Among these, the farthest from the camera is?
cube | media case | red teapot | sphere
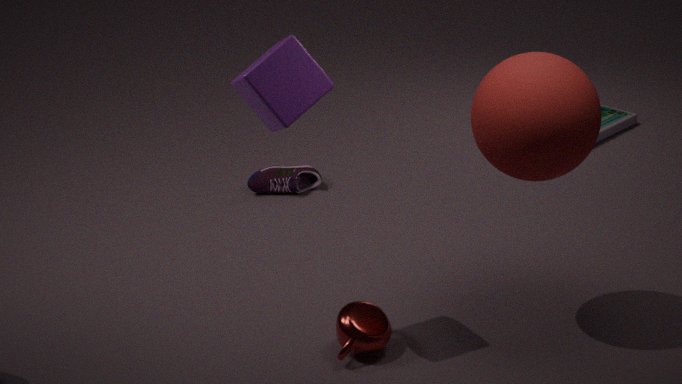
media case
